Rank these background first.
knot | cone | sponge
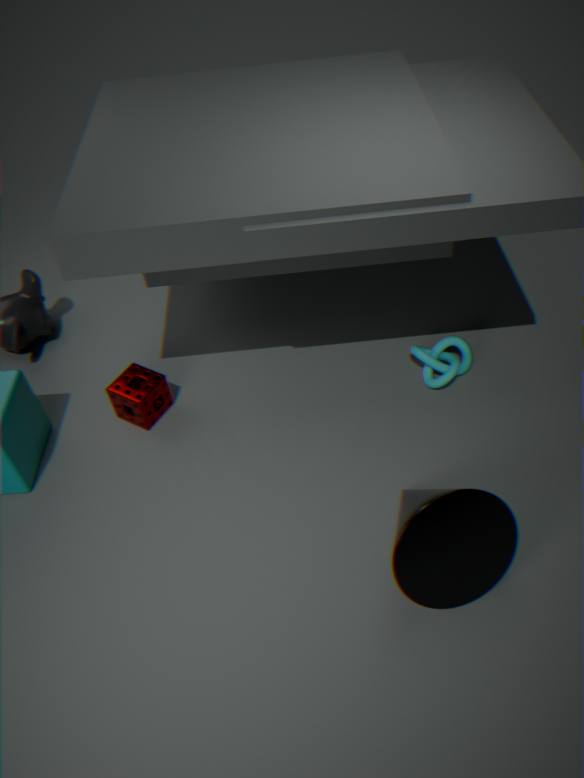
1. knot
2. sponge
3. cone
